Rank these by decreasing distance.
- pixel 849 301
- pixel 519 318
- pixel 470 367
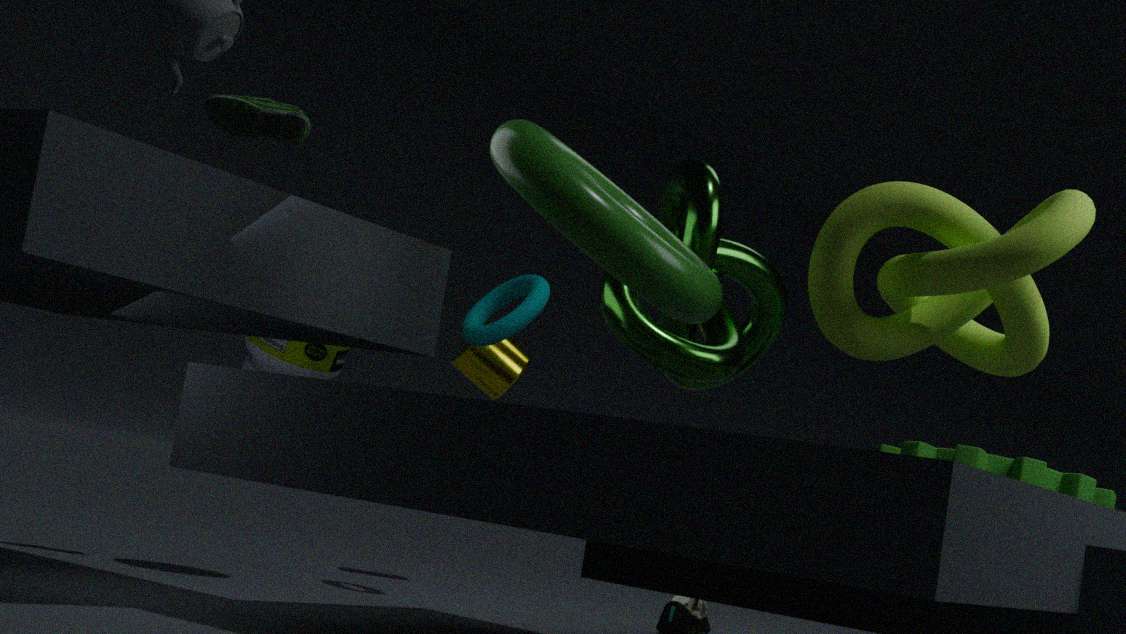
pixel 470 367 → pixel 519 318 → pixel 849 301
